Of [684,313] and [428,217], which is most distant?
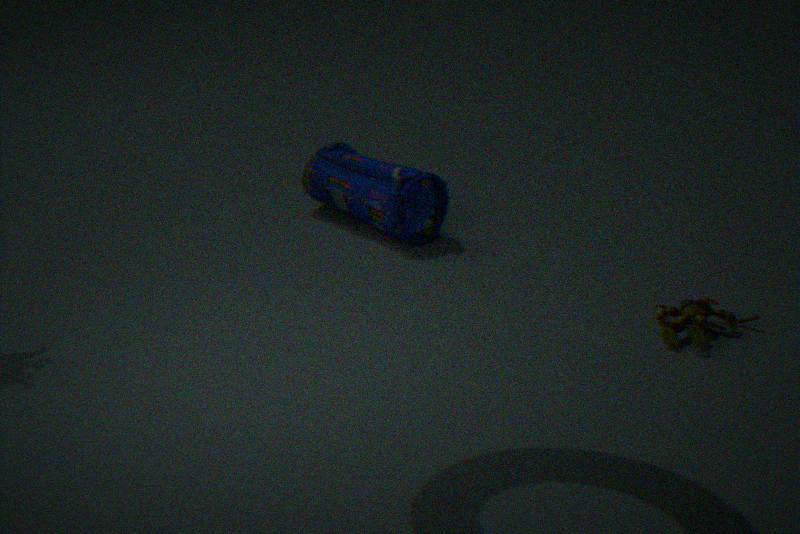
[428,217]
